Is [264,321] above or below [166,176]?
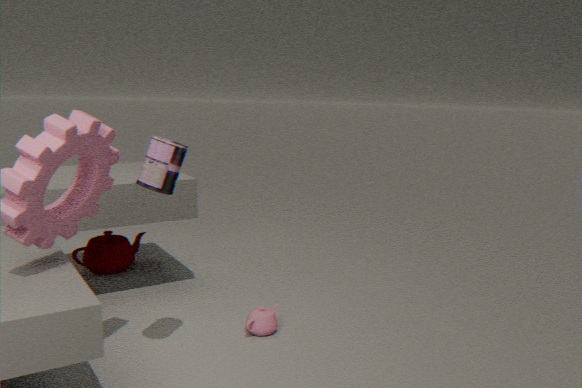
below
